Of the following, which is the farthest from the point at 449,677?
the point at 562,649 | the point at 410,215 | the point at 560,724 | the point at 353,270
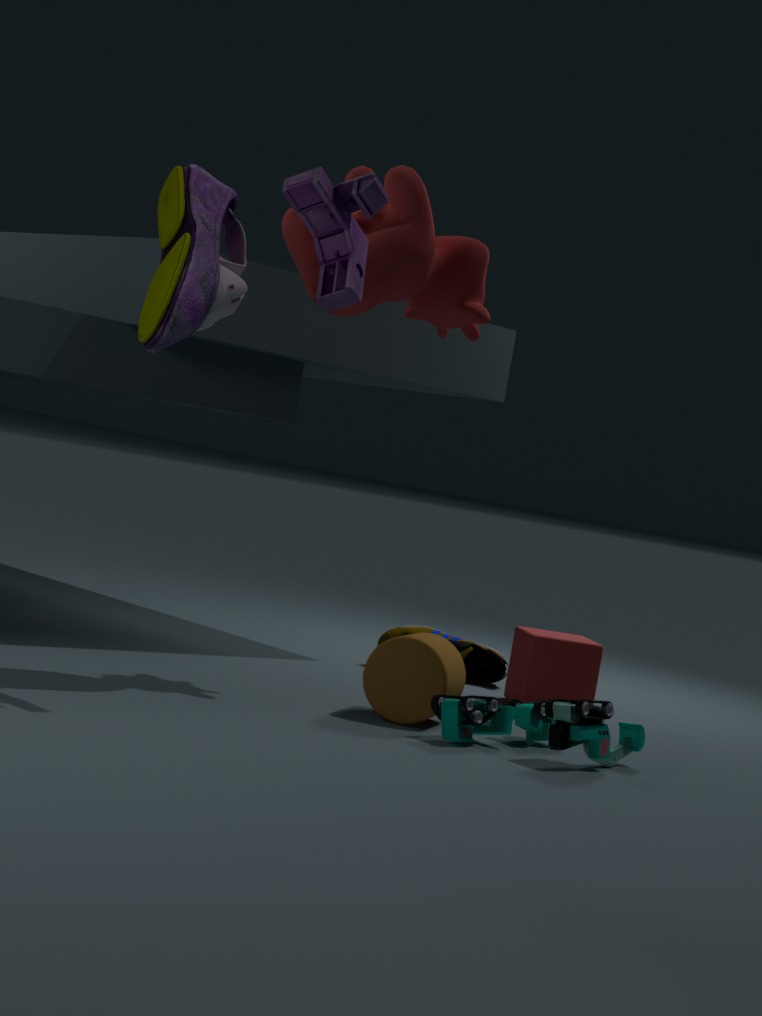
the point at 353,270
